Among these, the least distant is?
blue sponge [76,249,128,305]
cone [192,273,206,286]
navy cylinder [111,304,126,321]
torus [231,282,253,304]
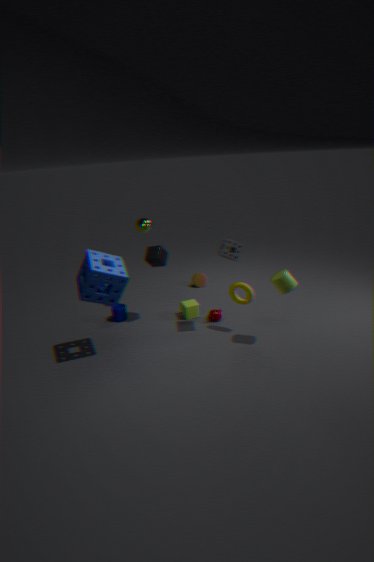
blue sponge [76,249,128,305]
